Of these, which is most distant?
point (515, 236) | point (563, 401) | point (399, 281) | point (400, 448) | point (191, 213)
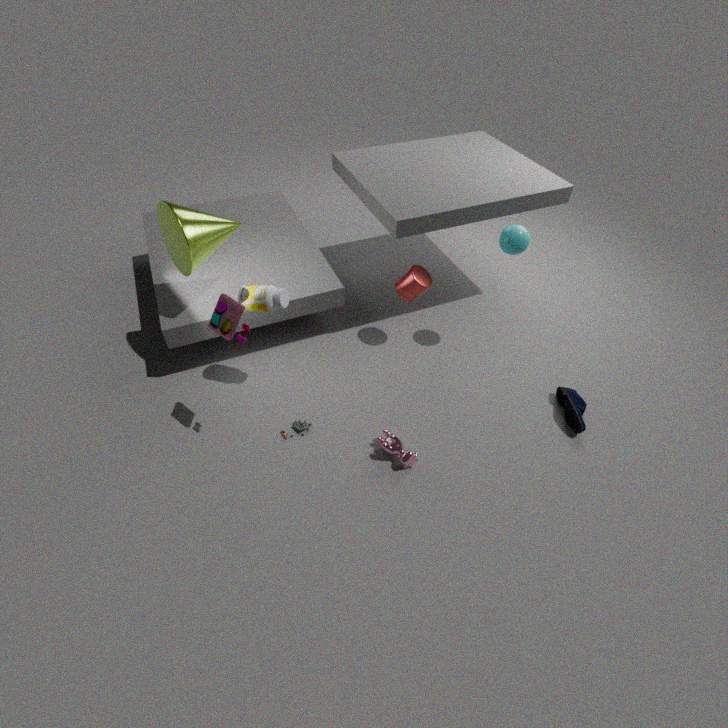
point (399, 281)
